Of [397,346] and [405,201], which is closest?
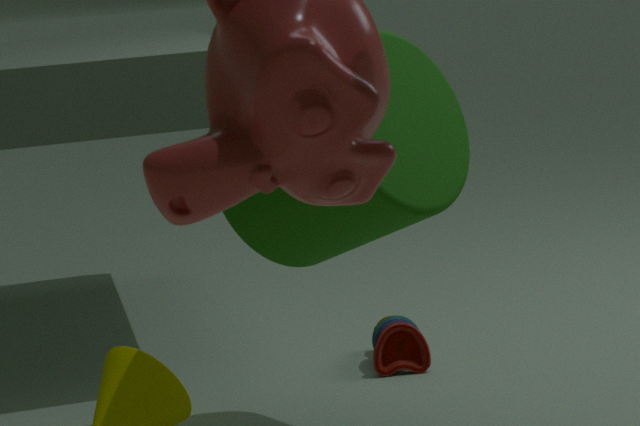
[405,201]
